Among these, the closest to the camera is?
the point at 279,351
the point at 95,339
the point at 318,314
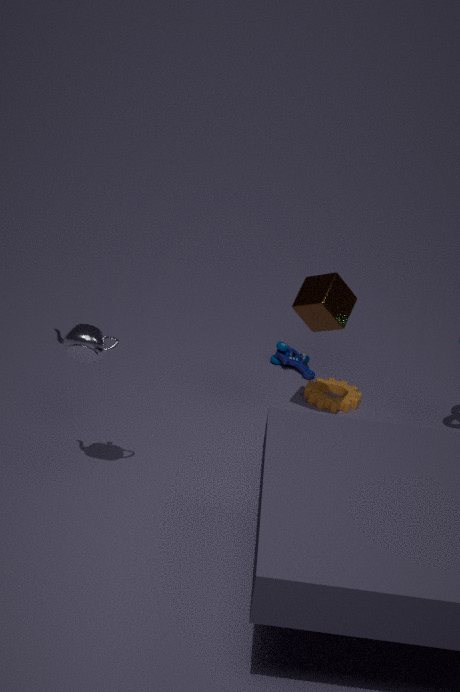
the point at 95,339
